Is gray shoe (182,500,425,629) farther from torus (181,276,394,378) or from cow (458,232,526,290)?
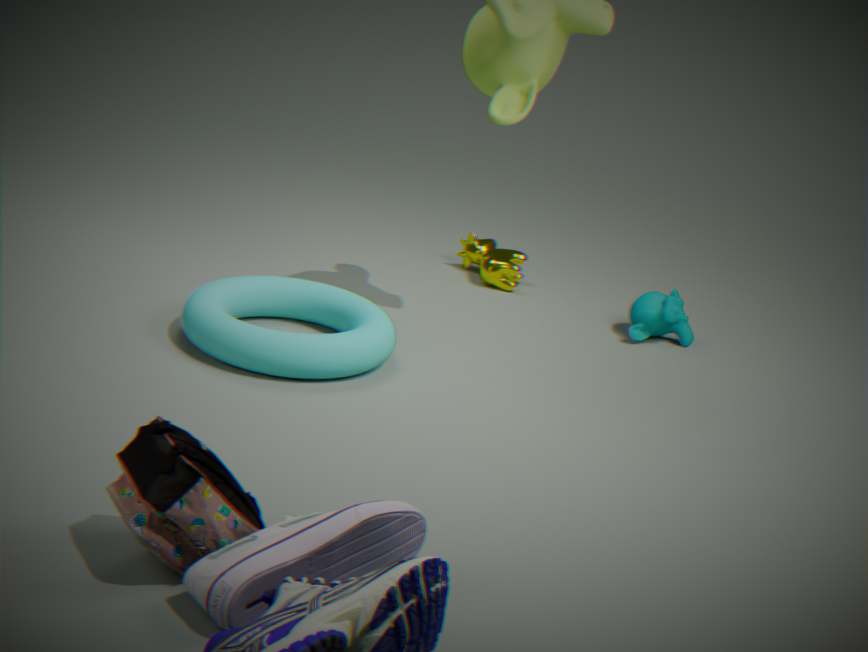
cow (458,232,526,290)
